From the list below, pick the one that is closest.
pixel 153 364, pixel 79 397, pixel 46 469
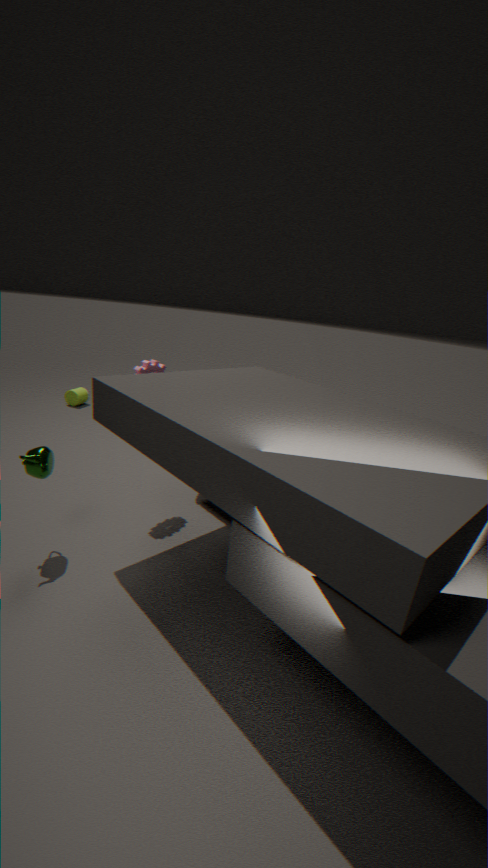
pixel 46 469
